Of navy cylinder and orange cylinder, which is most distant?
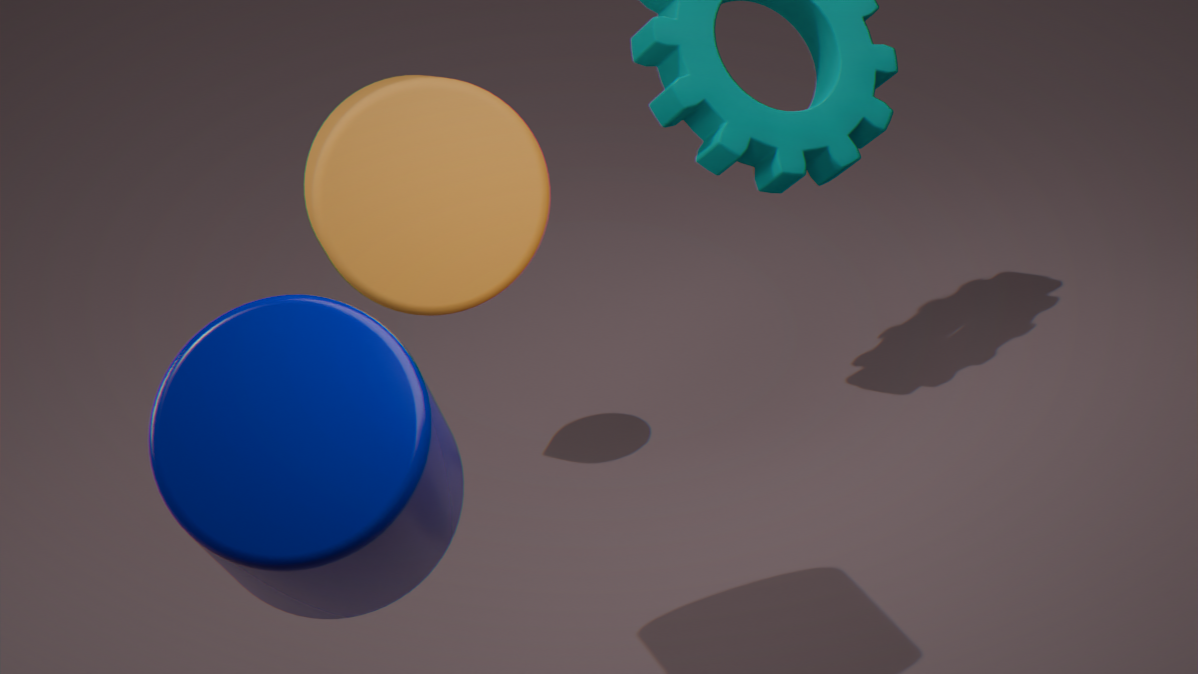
orange cylinder
